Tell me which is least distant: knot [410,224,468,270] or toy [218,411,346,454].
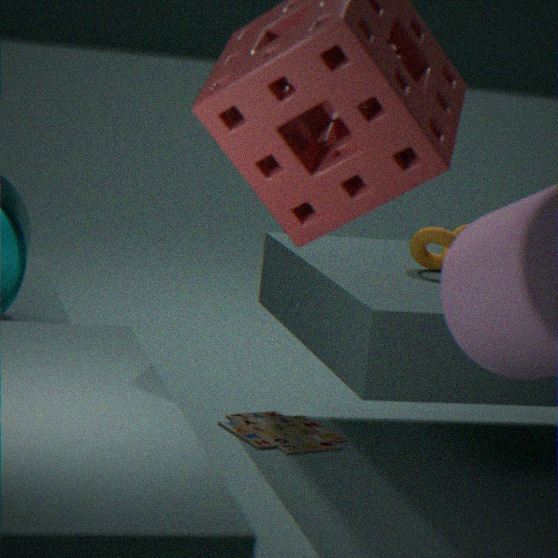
knot [410,224,468,270]
